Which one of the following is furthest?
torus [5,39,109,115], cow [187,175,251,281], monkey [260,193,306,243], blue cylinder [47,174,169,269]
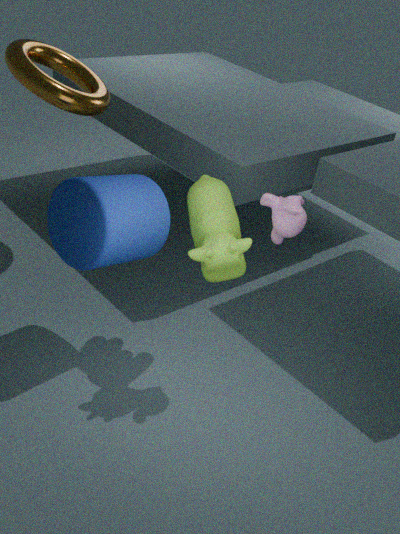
torus [5,39,109,115]
